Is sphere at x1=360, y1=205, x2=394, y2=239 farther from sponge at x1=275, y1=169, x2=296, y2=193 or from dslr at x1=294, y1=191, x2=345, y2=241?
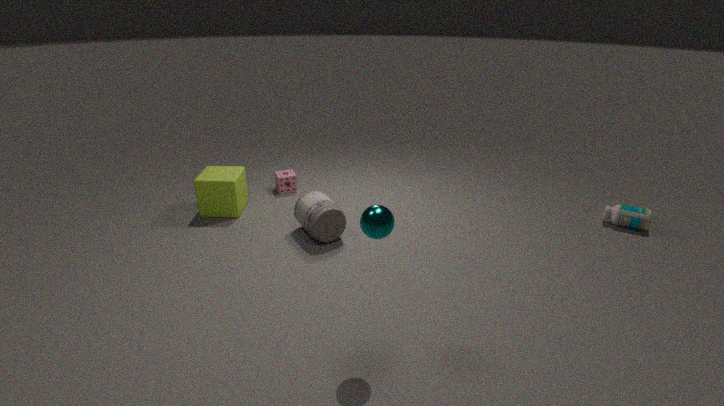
sponge at x1=275, y1=169, x2=296, y2=193
